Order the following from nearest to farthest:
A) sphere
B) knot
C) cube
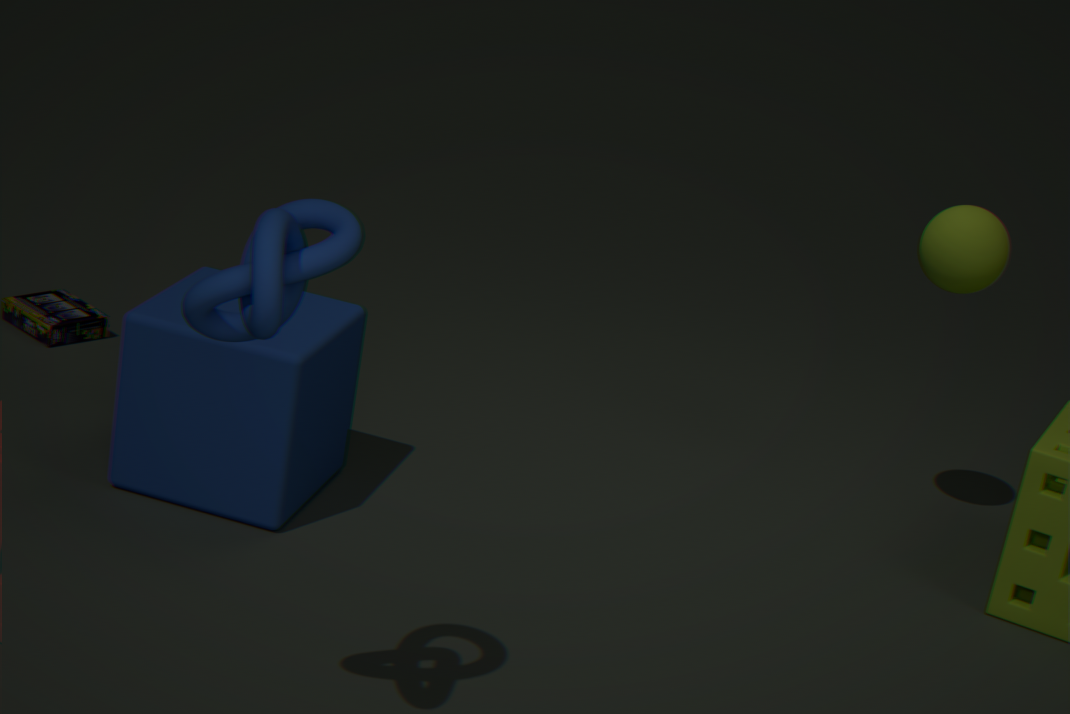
knot
cube
sphere
